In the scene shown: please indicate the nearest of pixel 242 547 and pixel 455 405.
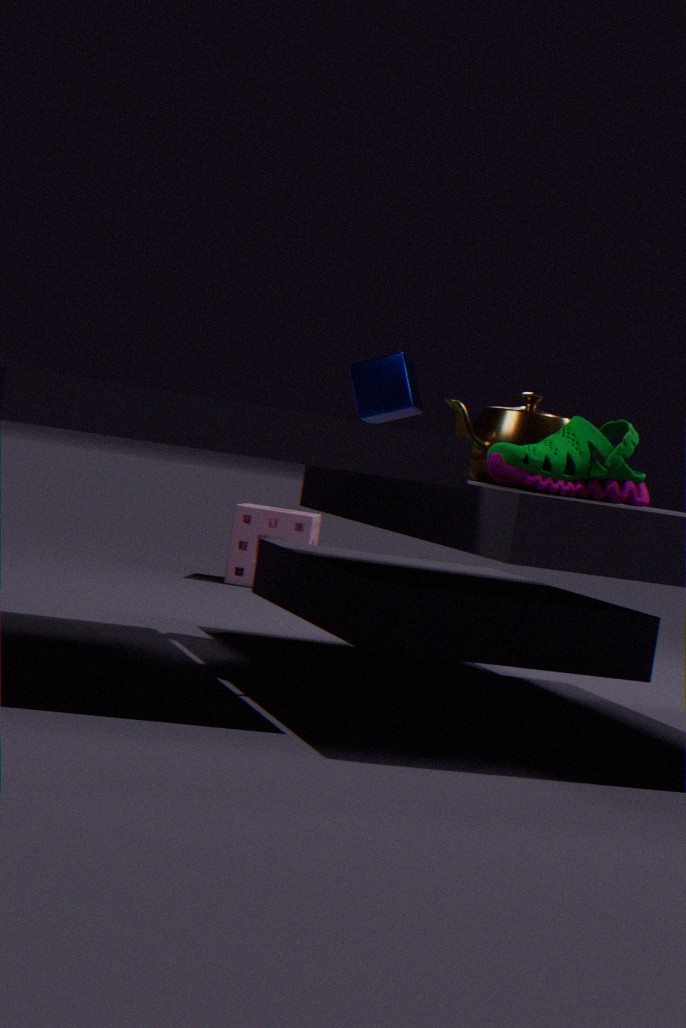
pixel 455 405
